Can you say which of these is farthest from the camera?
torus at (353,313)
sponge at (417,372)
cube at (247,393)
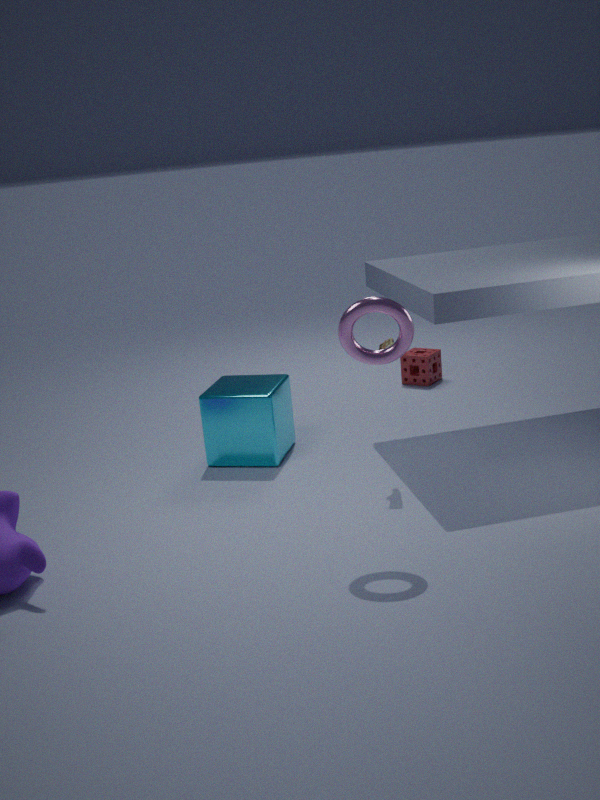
→ sponge at (417,372)
